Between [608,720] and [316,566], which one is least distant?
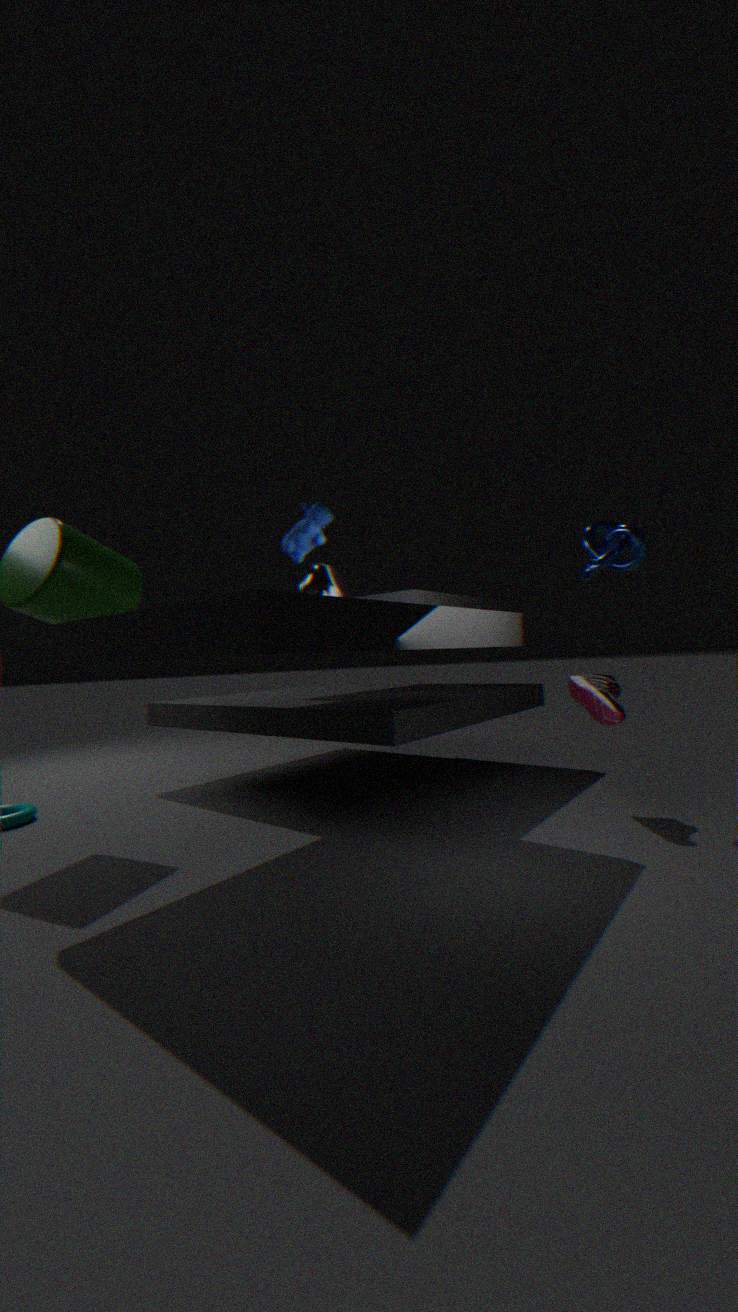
[316,566]
